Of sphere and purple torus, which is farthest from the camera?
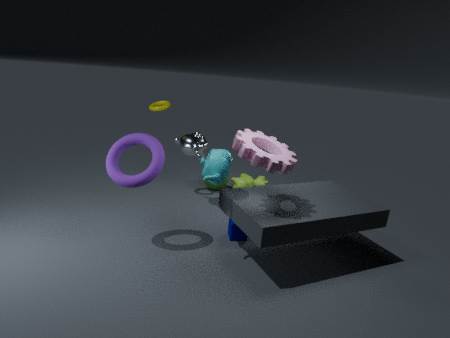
sphere
